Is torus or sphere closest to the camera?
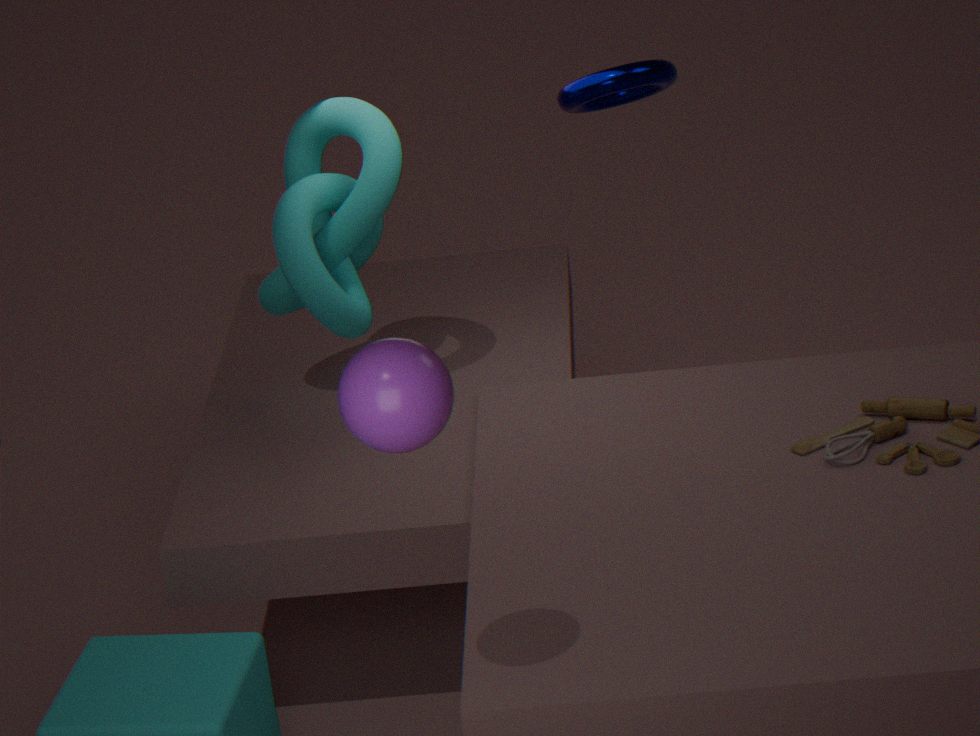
sphere
